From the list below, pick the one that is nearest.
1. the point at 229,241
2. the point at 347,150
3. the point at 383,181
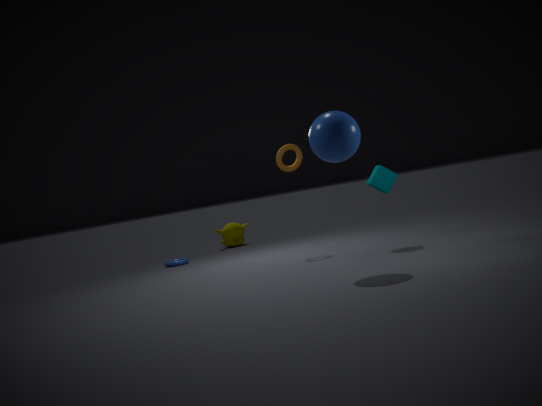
the point at 347,150
